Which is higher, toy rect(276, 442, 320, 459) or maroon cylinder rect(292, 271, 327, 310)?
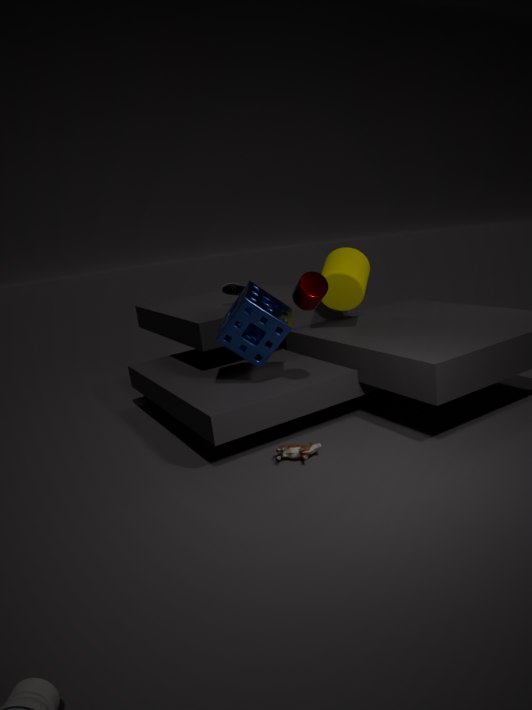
maroon cylinder rect(292, 271, 327, 310)
